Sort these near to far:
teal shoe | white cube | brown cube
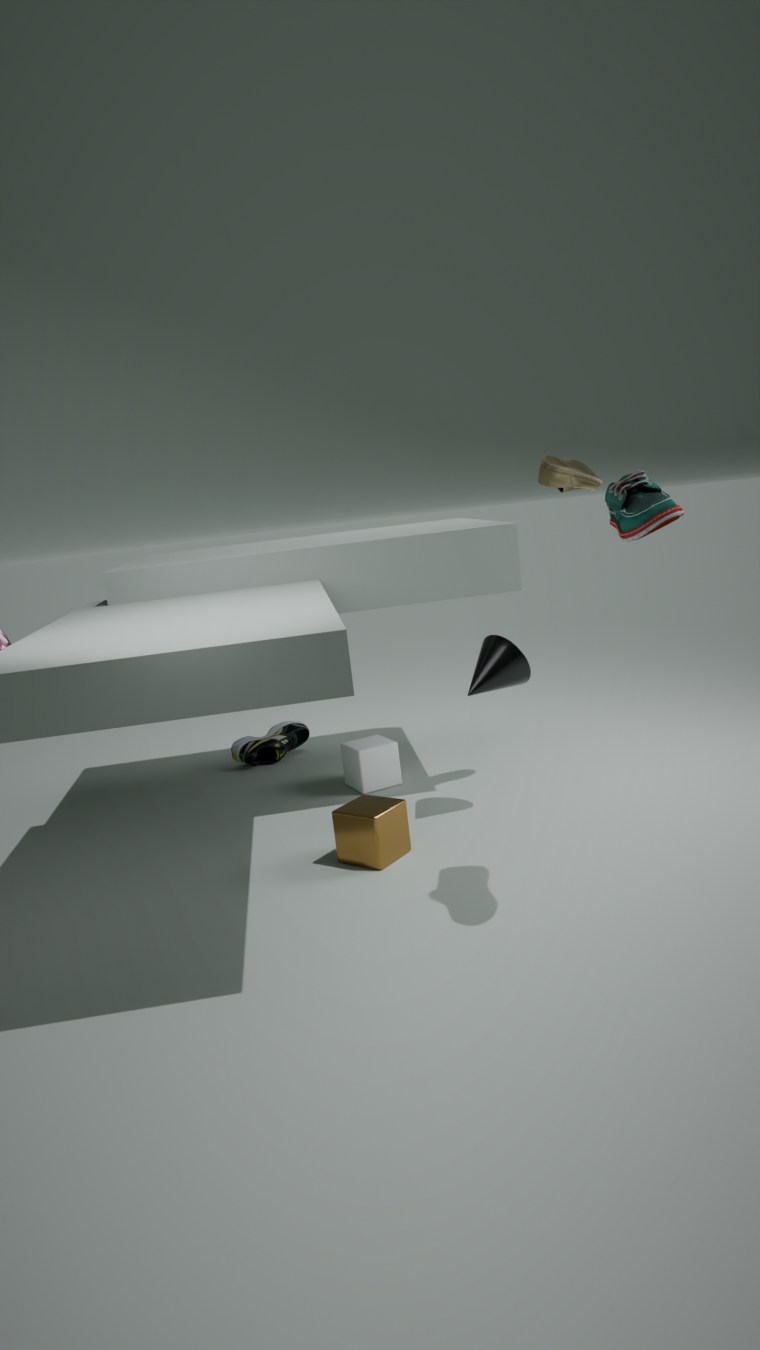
teal shoe
brown cube
white cube
